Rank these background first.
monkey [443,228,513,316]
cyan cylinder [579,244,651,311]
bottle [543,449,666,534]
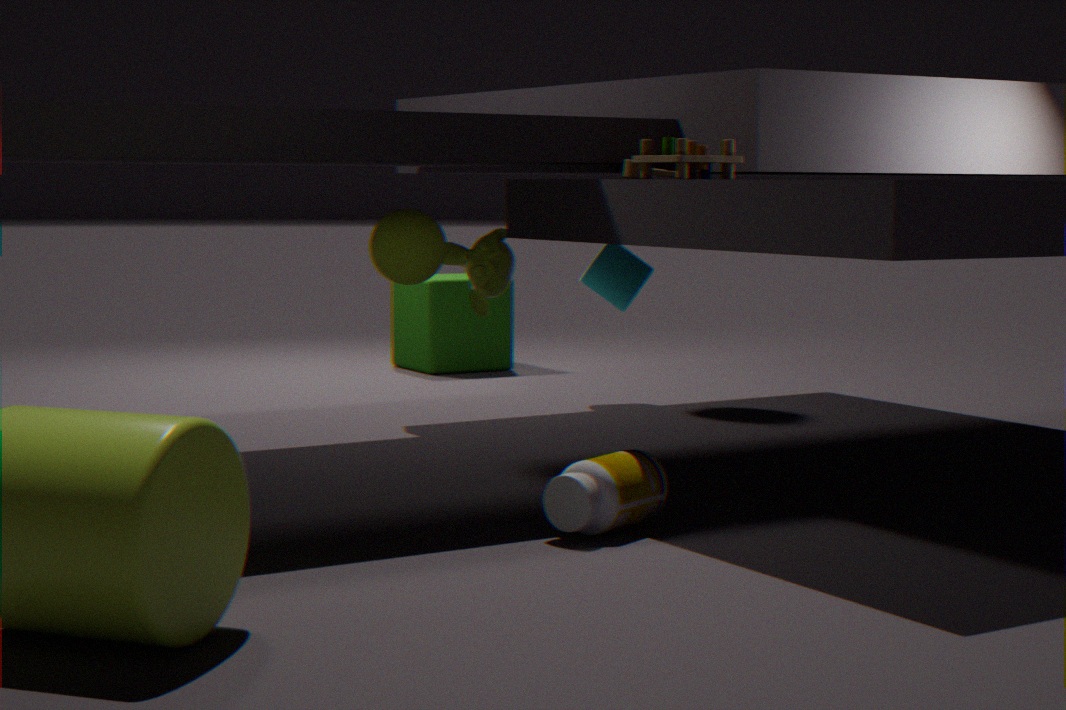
1. cyan cylinder [579,244,651,311]
2. monkey [443,228,513,316]
3. bottle [543,449,666,534]
